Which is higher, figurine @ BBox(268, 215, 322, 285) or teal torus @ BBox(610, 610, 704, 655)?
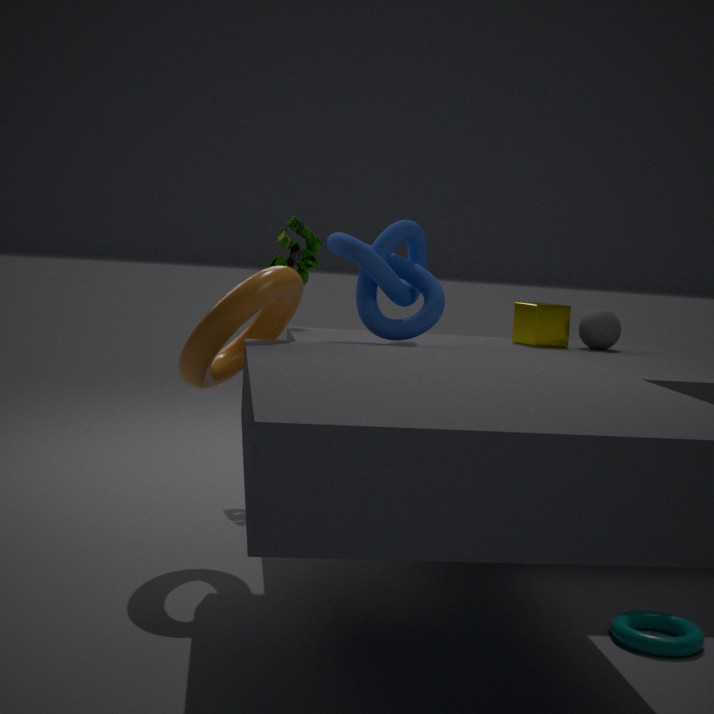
figurine @ BBox(268, 215, 322, 285)
